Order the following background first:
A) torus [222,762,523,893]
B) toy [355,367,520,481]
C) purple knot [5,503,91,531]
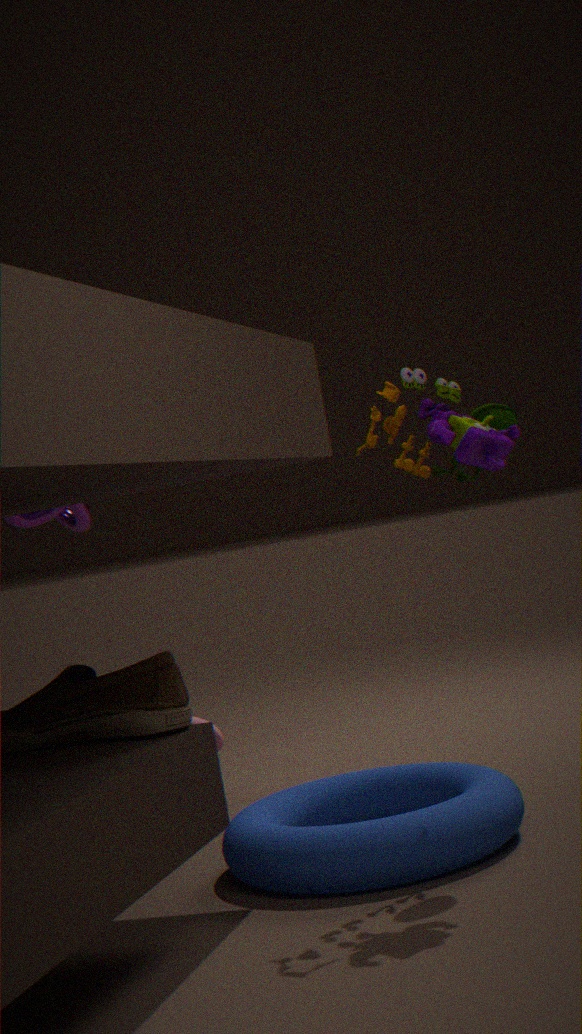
purple knot [5,503,91,531] < torus [222,762,523,893] < toy [355,367,520,481]
